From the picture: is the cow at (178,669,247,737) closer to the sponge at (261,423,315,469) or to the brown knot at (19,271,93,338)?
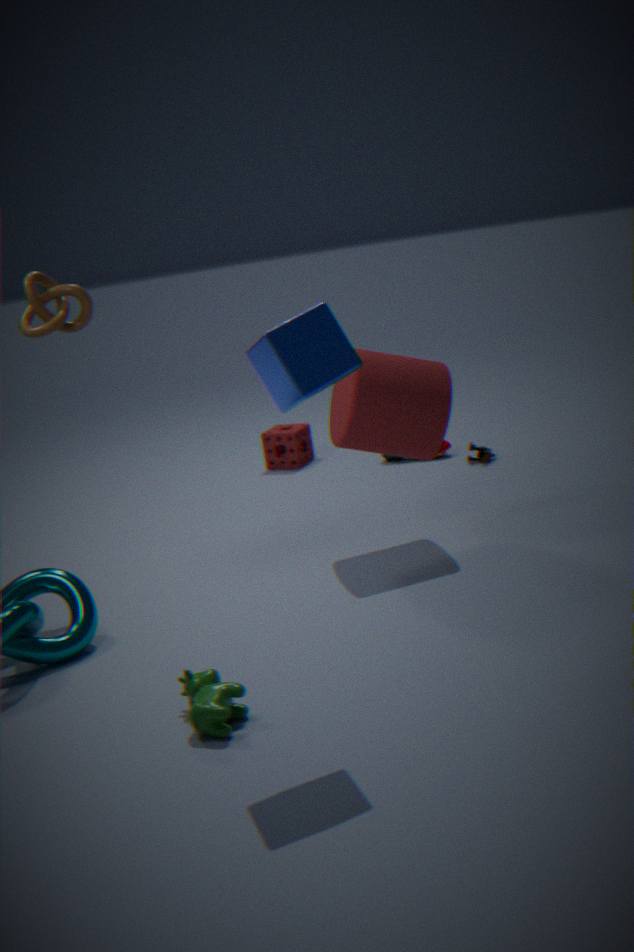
the brown knot at (19,271,93,338)
